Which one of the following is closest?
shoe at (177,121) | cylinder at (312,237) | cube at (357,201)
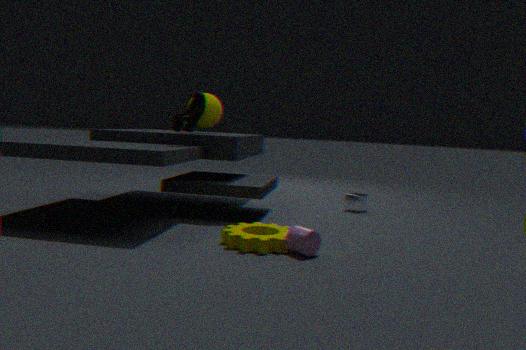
cylinder at (312,237)
